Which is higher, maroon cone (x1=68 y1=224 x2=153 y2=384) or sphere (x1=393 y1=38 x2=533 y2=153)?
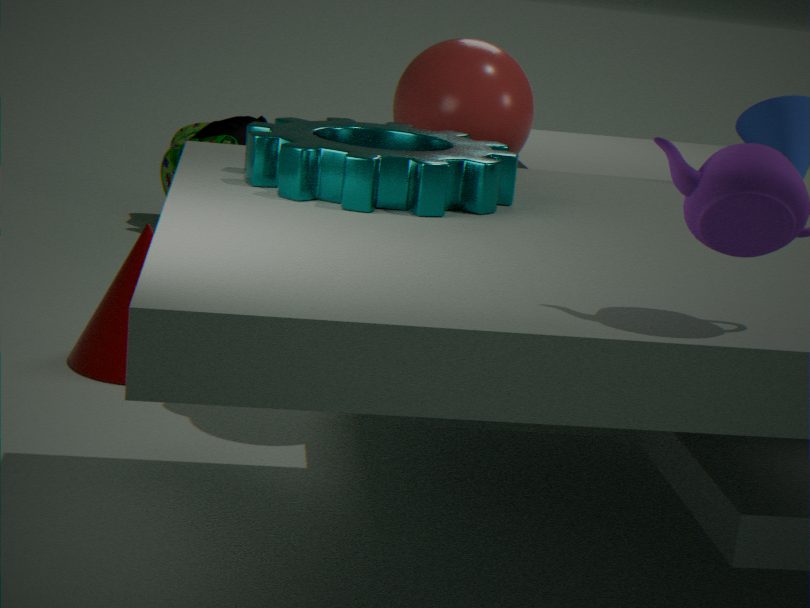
sphere (x1=393 y1=38 x2=533 y2=153)
